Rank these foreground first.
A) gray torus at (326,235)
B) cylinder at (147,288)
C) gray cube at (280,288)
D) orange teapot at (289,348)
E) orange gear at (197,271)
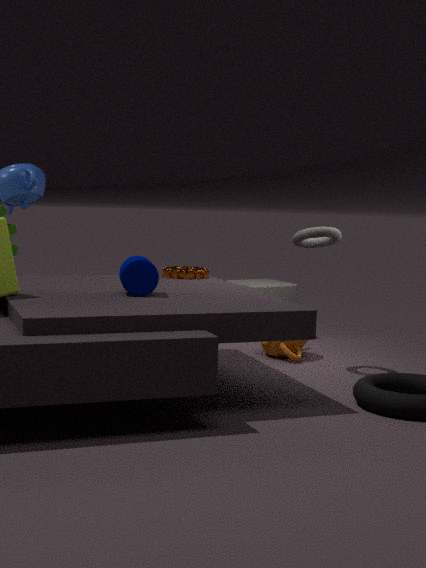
cylinder at (147,288), gray torus at (326,235), orange gear at (197,271), orange teapot at (289,348), gray cube at (280,288)
